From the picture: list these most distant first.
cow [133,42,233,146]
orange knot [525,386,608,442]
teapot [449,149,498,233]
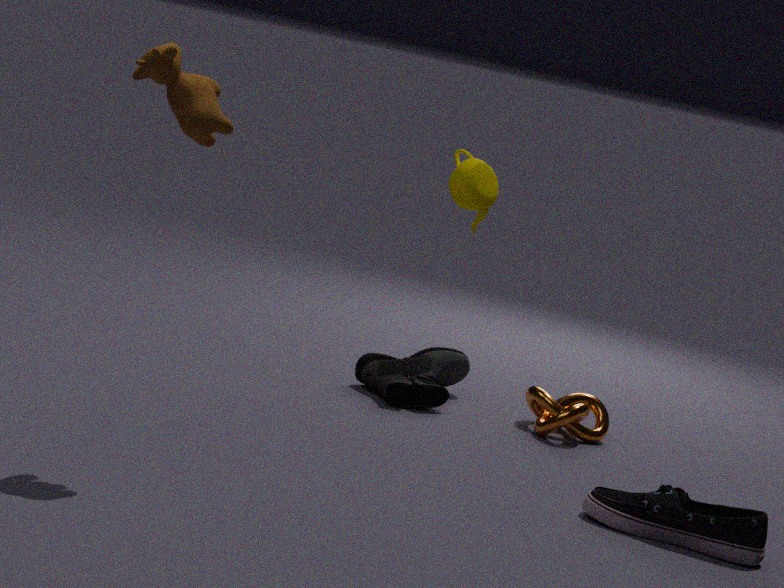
1. teapot [449,149,498,233]
2. orange knot [525,386,608,442]
3. cow [133,42,233,146]
